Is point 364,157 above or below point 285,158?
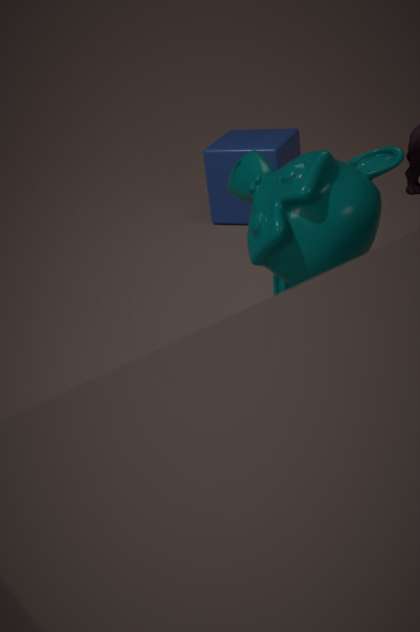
above
